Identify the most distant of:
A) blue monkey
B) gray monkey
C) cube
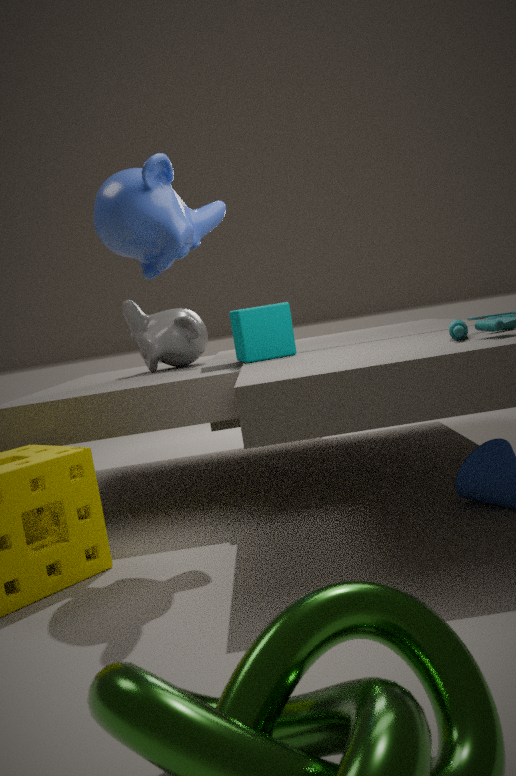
gray monkey
